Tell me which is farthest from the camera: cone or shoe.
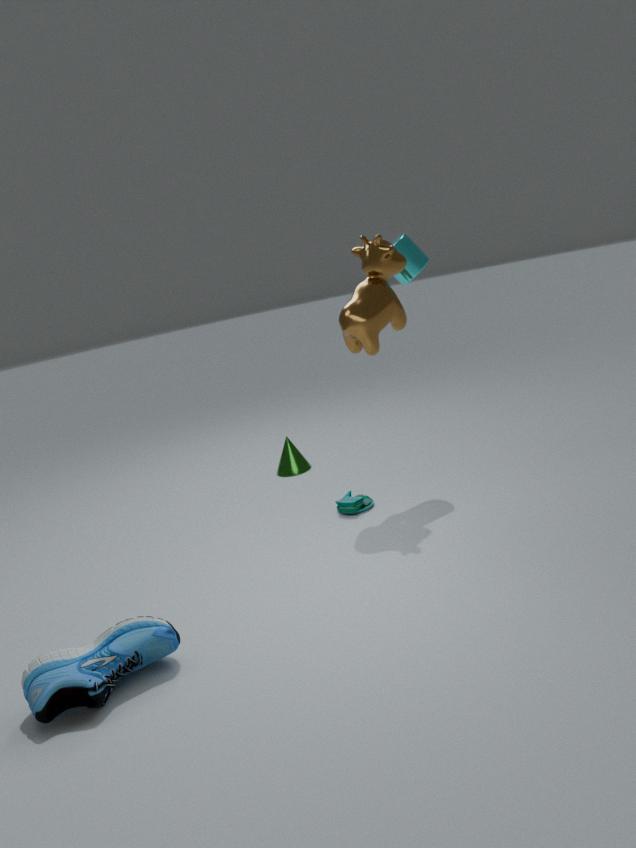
cone
